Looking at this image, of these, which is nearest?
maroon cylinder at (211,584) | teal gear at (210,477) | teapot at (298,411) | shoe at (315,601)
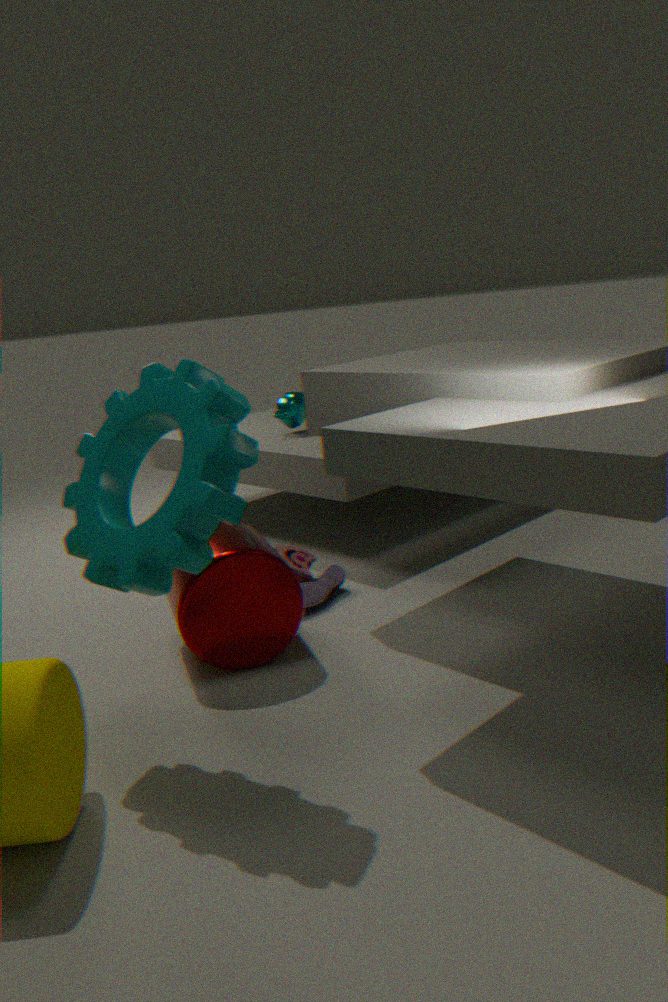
teal gear at (210,477)
